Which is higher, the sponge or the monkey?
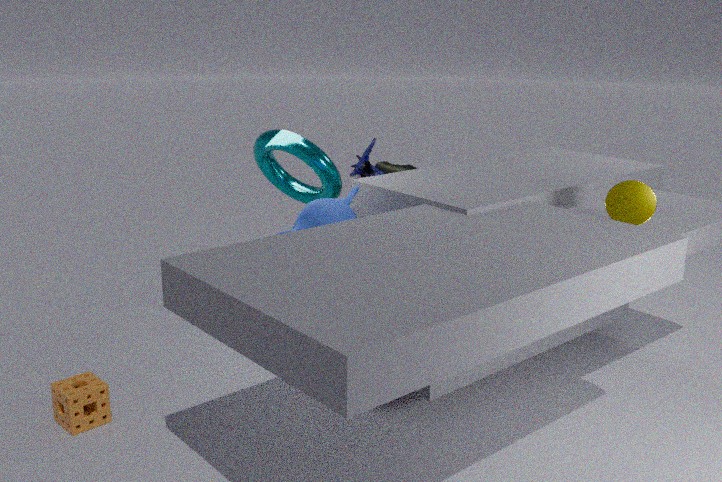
the monkey
